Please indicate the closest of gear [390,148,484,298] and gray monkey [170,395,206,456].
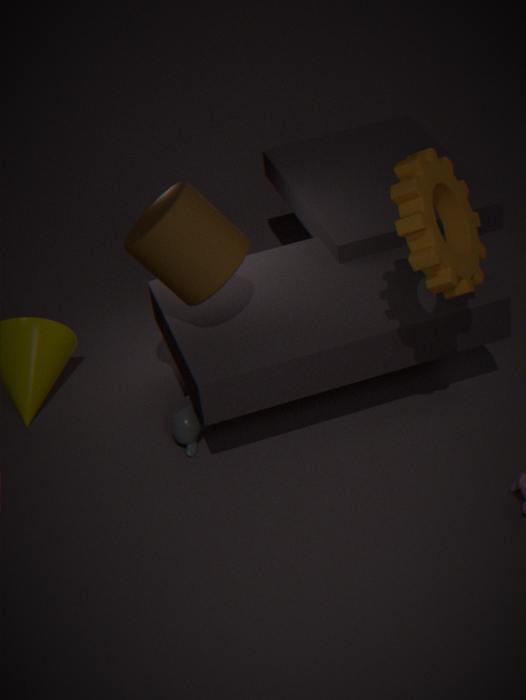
gear [390,148,484,298]
